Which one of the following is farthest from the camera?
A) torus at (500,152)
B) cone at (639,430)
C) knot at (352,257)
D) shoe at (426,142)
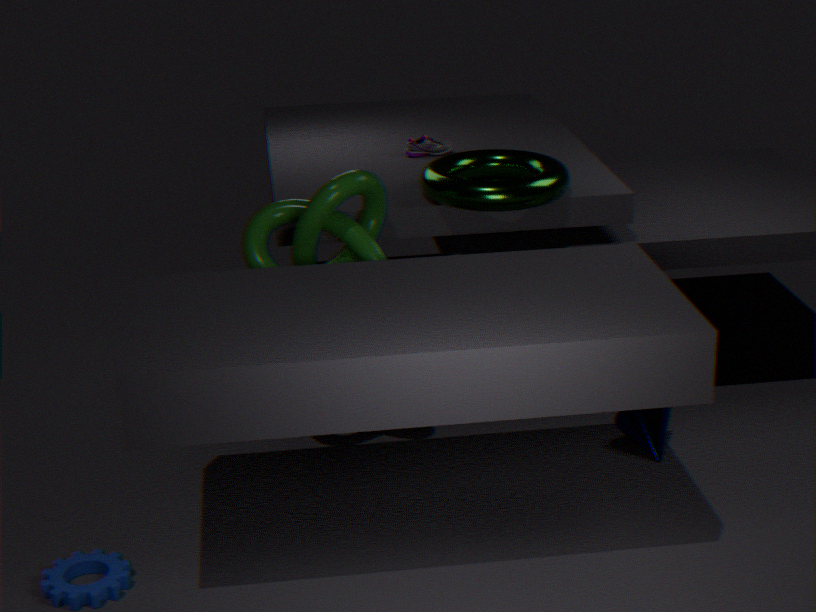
shoe at (426,142)
